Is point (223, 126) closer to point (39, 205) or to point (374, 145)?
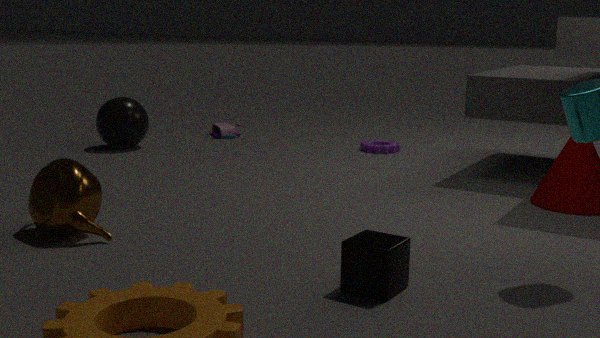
point (374, 145)
